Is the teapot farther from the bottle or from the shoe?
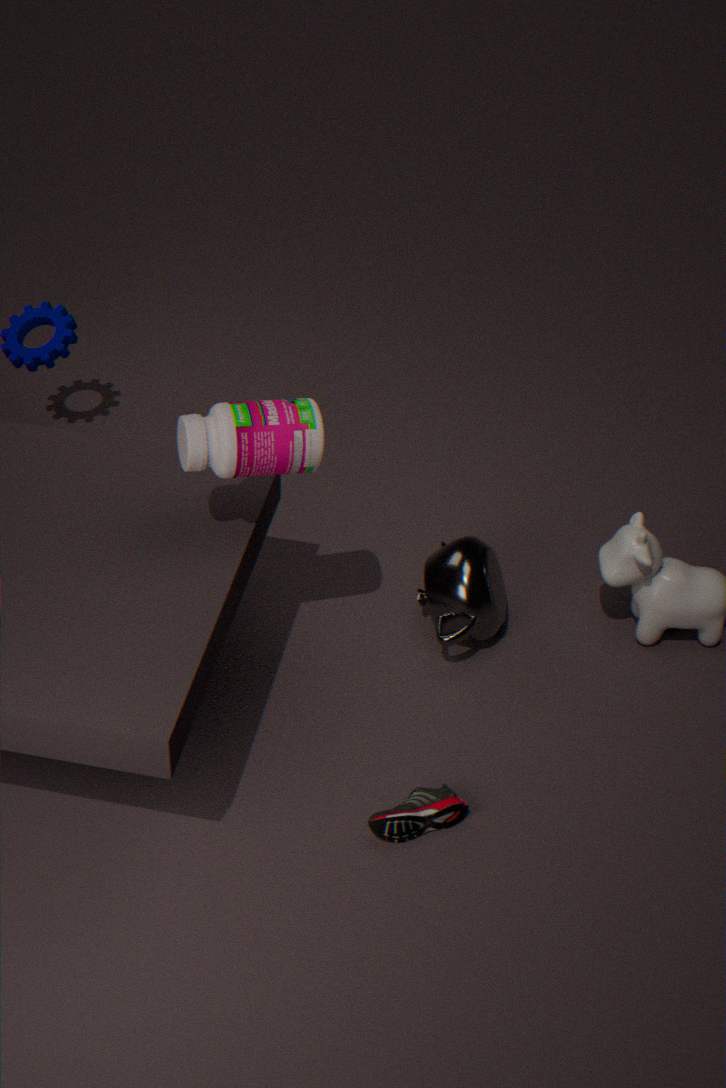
the bottle
